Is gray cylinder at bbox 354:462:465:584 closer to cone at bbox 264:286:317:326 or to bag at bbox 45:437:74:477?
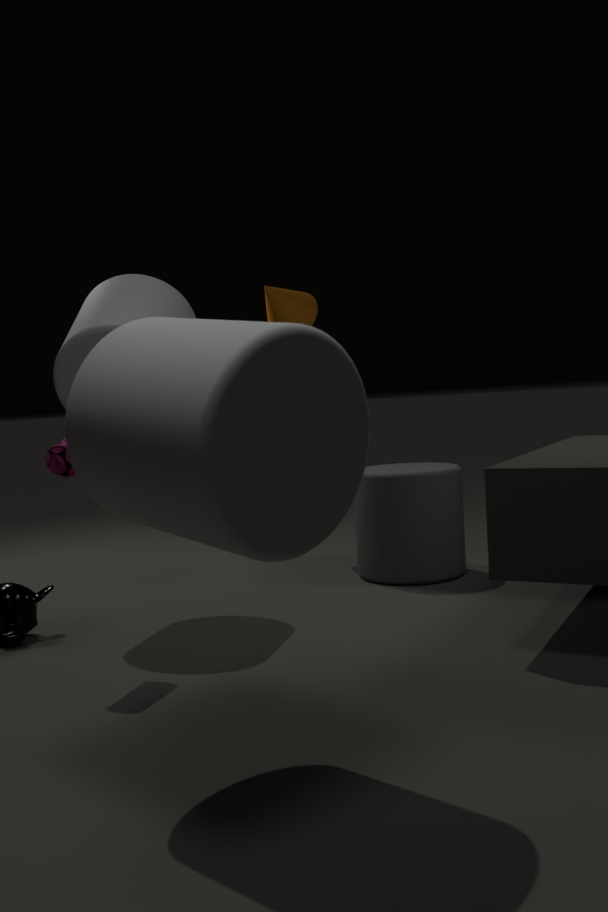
cone at bbox 264:286:317:326
